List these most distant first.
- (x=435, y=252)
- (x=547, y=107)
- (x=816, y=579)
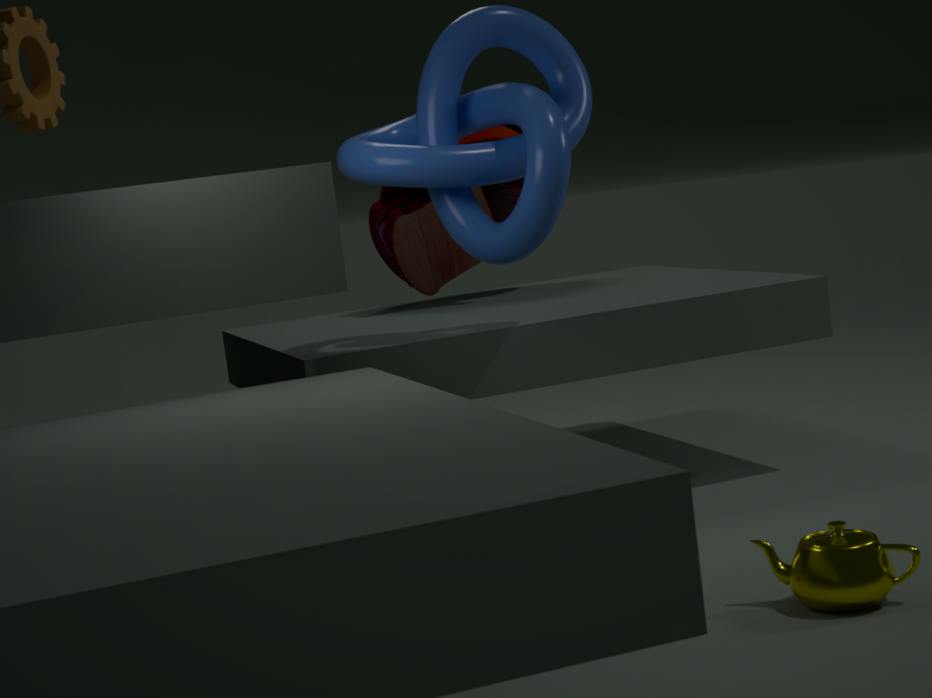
(x=435, y=252)
(x=547, y=107)
(x=816, y=579)
